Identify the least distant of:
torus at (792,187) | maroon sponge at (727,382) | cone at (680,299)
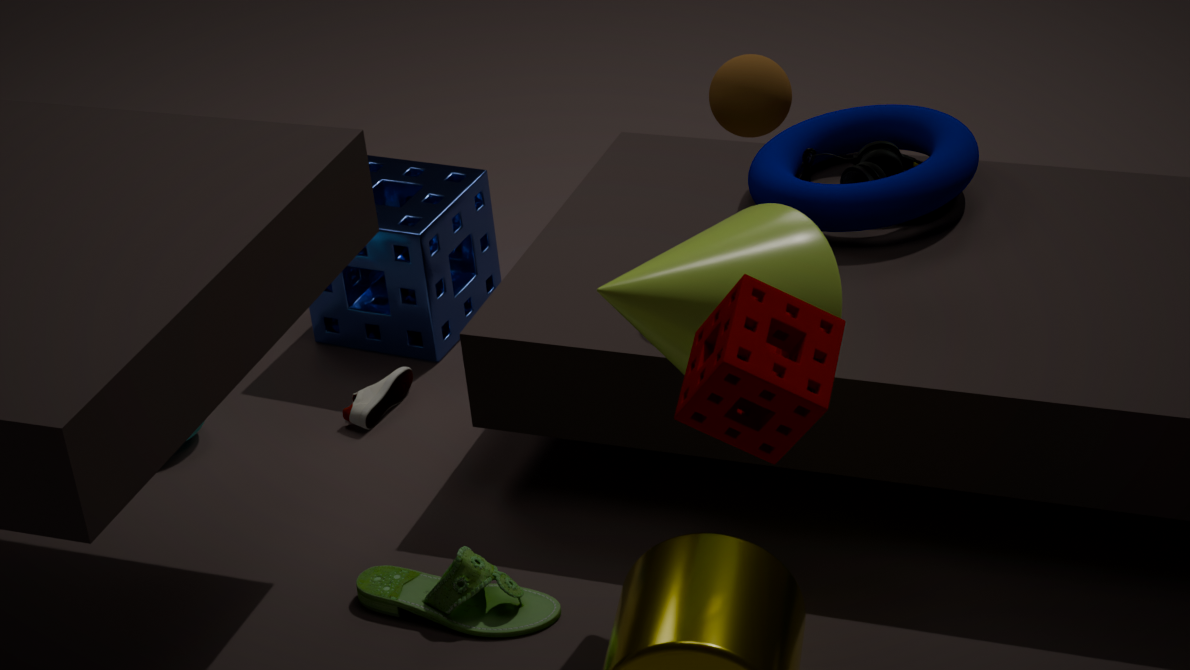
maroon sponge at (727,382)
